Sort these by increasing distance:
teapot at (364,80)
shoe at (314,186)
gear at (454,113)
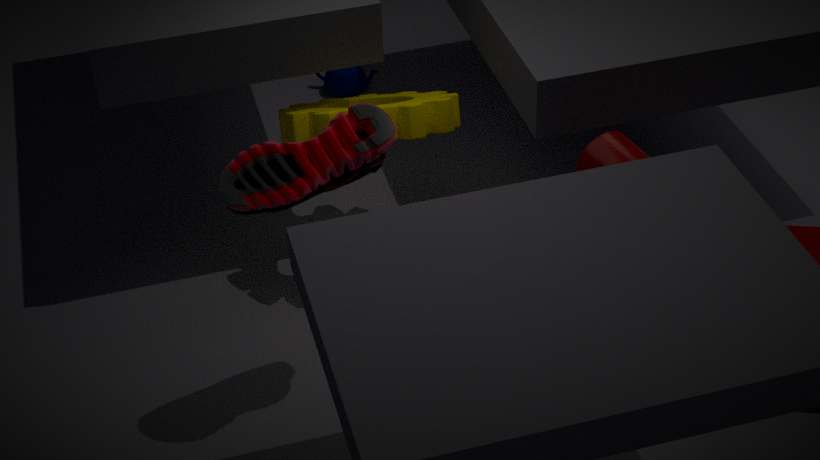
1. shoe at (314,186)
2. gear at (454,113)
3. teapot at (364,80)
